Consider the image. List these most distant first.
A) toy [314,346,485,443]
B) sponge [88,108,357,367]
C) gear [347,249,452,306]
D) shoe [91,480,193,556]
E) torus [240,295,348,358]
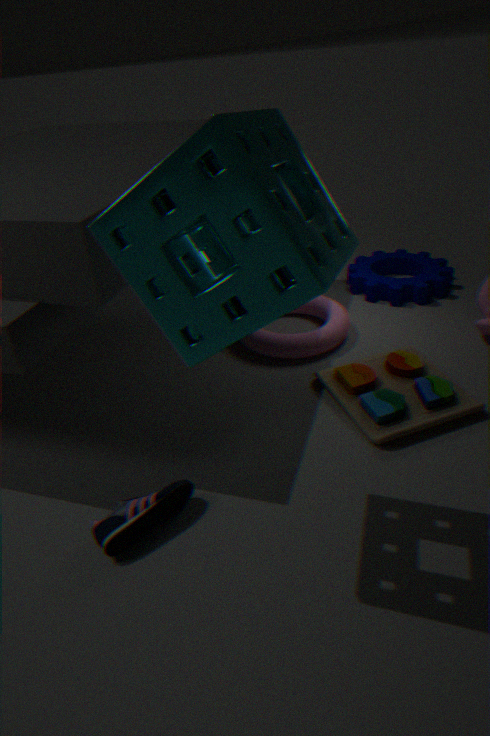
gear [347,249,452,306]
torus [240,295,348,358]
toy [314,346,485,443]
shoe [91,480,193,556]
sponge [88,108,357,367]
